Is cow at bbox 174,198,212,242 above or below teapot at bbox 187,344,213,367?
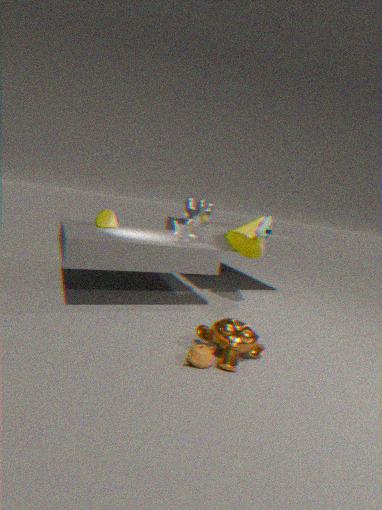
above
